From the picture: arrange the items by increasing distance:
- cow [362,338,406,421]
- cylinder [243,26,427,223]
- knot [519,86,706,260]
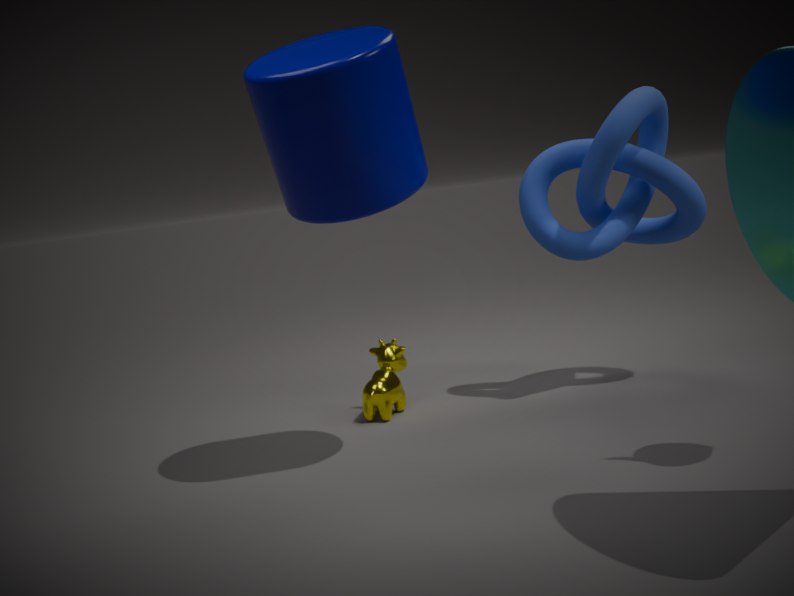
1. cylinder [243,26,427,223]
2. knot [519,86,706,260]
3. cow [362,338,406,421]
